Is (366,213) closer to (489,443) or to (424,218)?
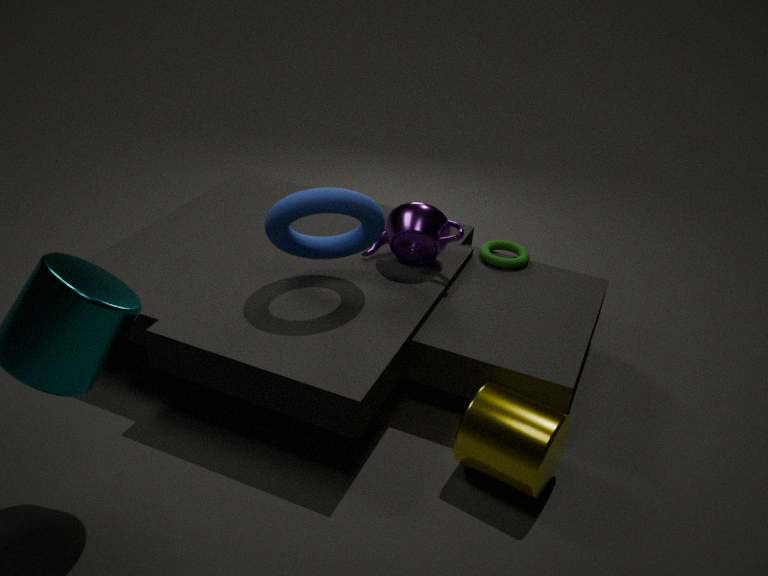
(424,218)
